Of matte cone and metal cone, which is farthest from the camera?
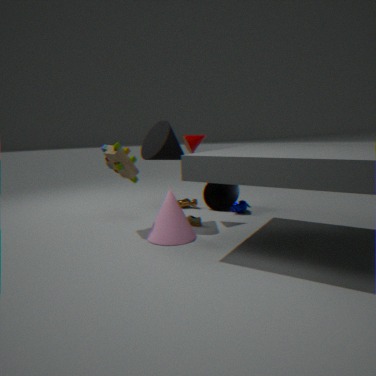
metal cone
